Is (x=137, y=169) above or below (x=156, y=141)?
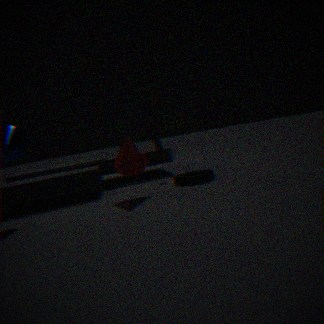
below
